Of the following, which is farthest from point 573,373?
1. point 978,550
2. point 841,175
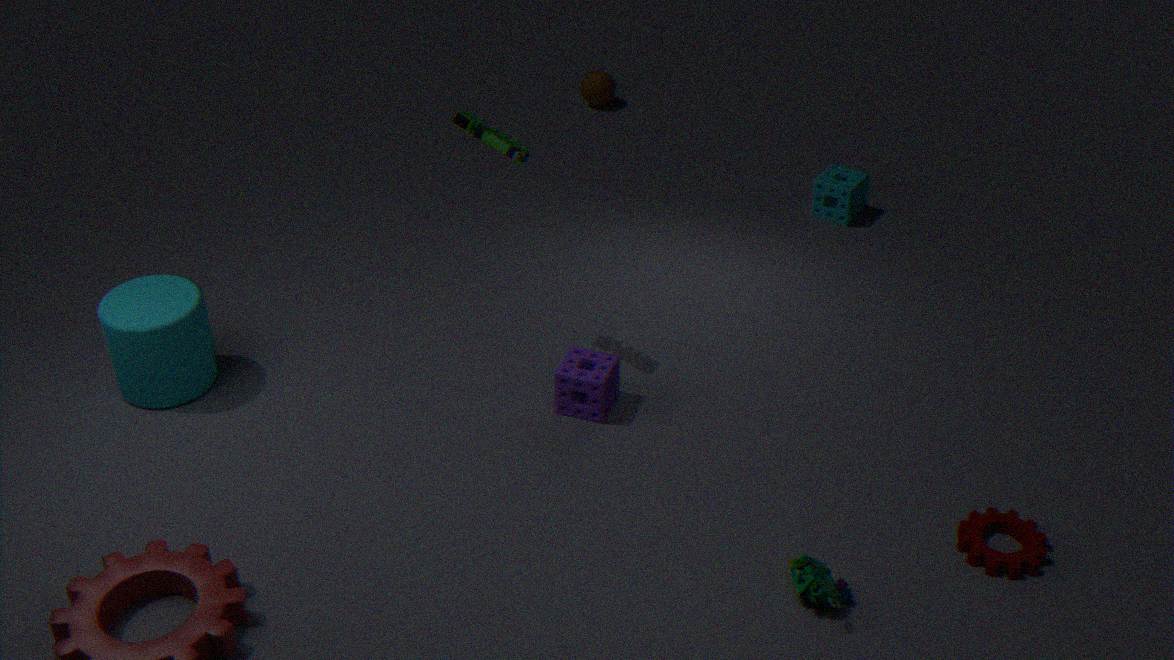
point 841,175
